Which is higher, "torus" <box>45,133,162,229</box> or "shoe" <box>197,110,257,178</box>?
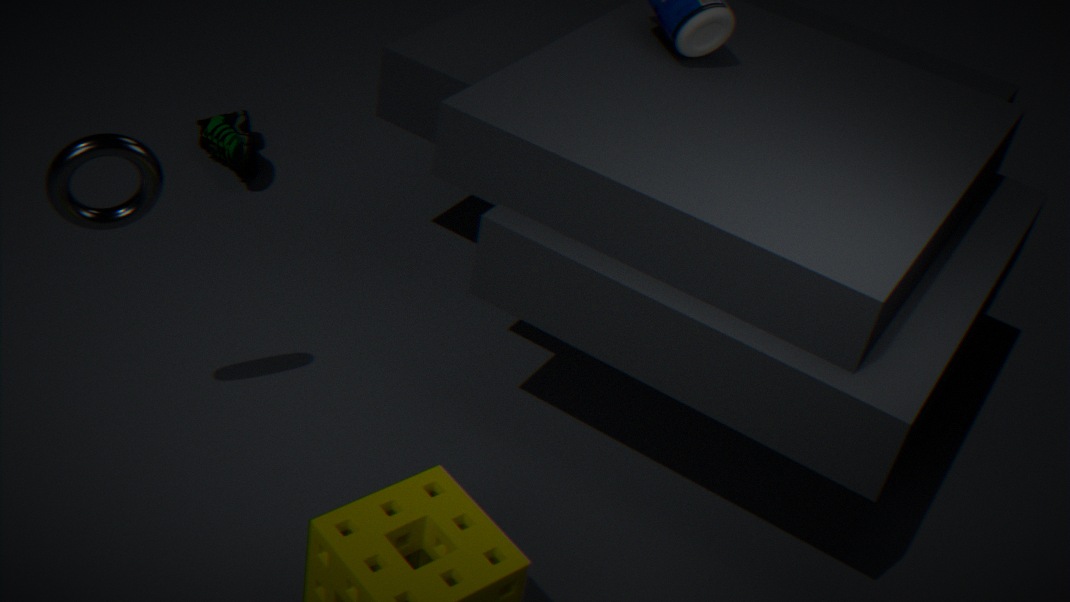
"torus" <box>45,133,162,229</box>
